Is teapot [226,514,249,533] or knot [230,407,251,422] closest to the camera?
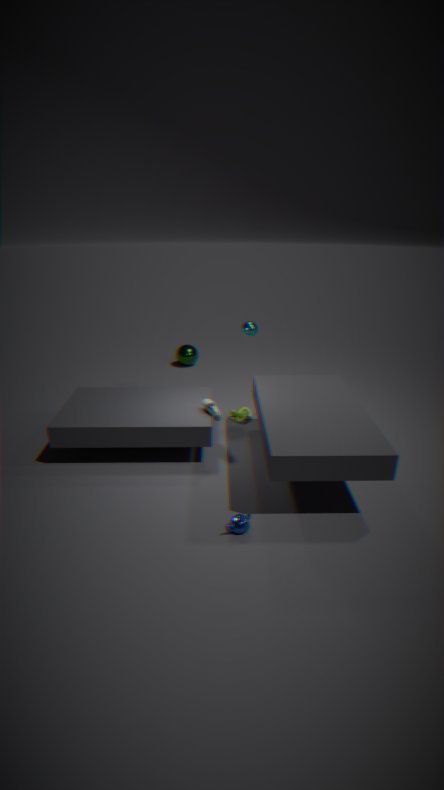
teapot [226,514,249,533]
